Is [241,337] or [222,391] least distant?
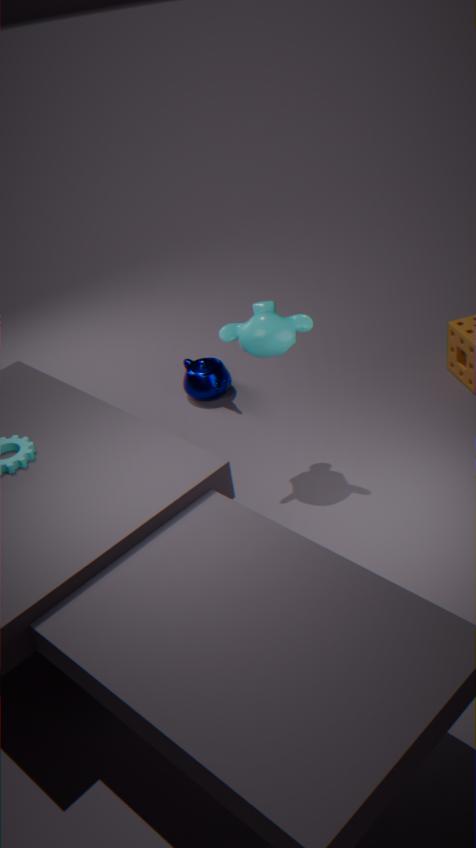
[241,337]
